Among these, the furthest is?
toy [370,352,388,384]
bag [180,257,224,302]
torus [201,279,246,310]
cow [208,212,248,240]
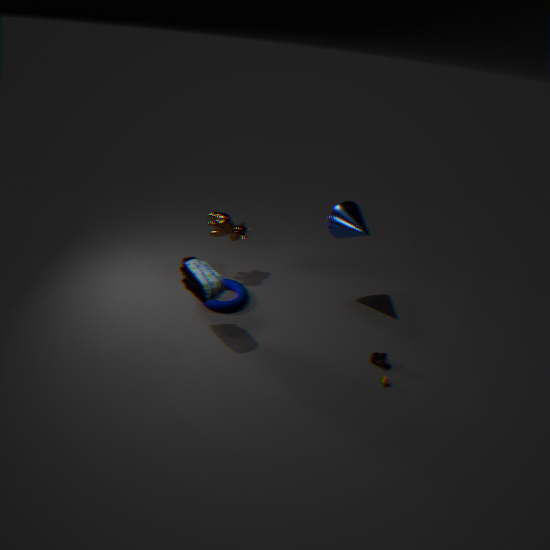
cow [208,212,248,240]
